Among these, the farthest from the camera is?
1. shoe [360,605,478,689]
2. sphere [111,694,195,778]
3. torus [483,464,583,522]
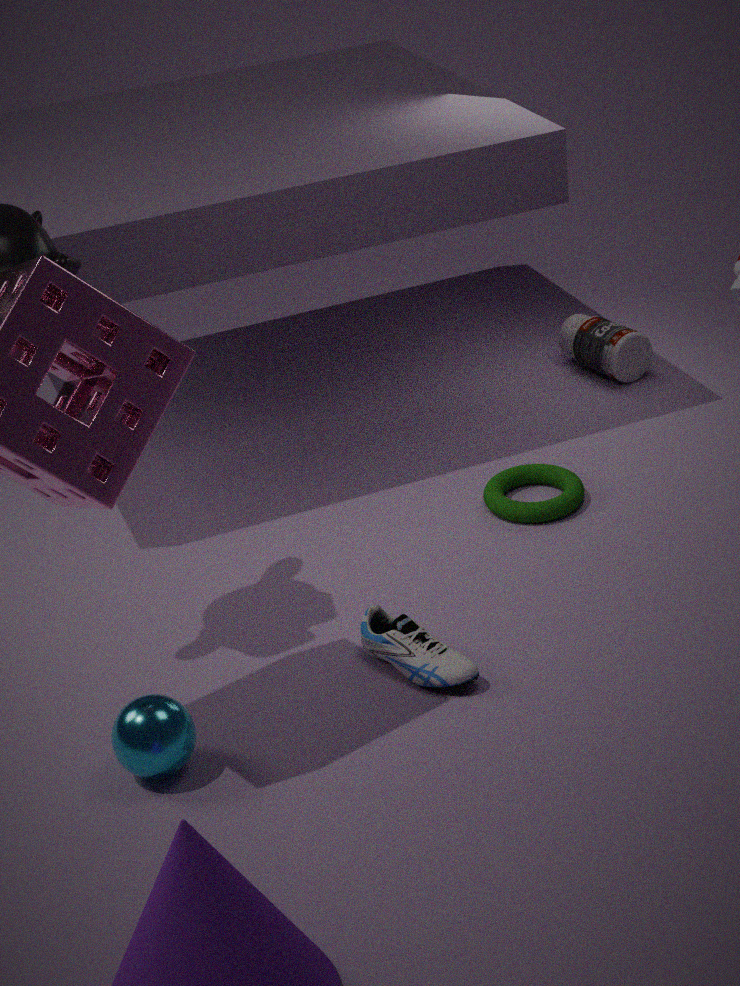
torus [483,464,583,522]
